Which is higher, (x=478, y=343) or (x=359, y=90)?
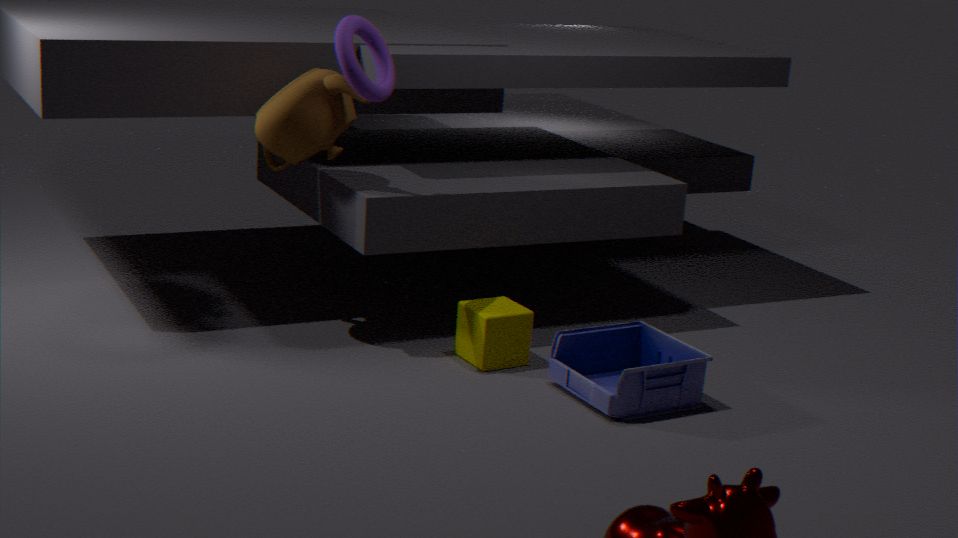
(x=359, y=90)
